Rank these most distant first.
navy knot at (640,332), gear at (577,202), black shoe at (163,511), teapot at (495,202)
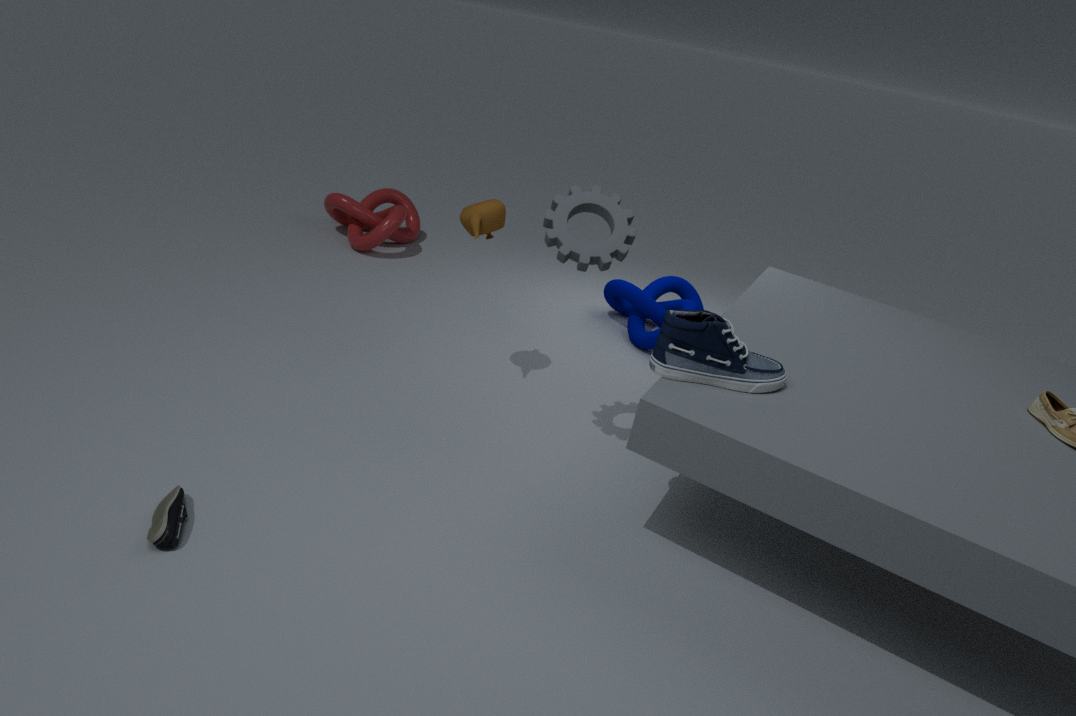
navy knot at (640,332) → teapot at (495,202) → gear at (577,202) → black shoe at (163,511)
